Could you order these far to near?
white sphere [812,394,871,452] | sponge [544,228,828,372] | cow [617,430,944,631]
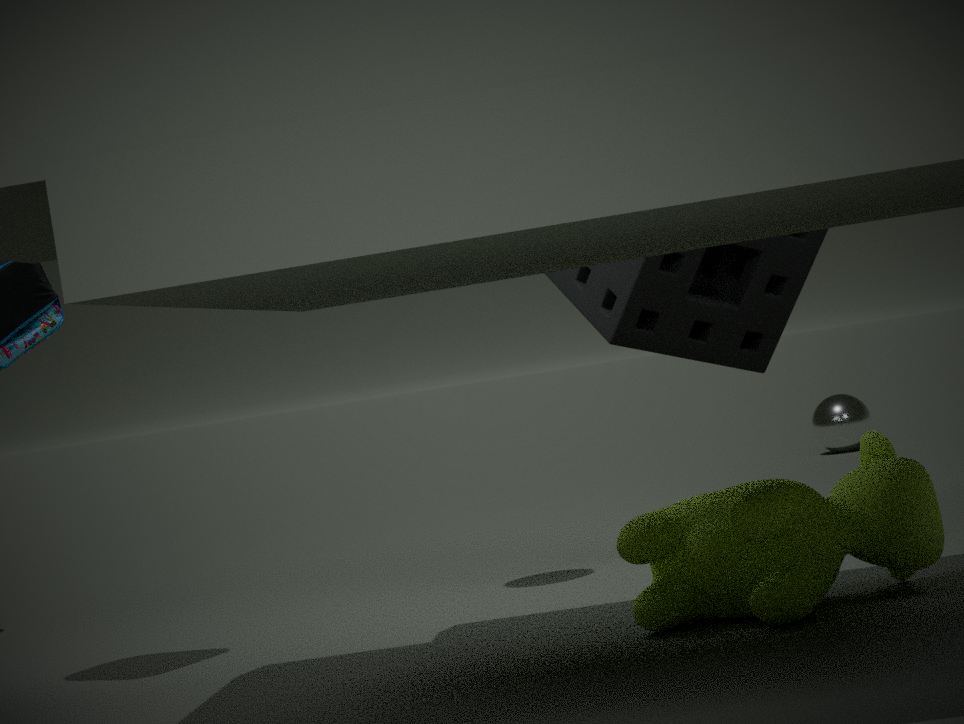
white sphere [812,394,871,452] → sponge [544,228,828,372] → cow [617,430,944,631]
